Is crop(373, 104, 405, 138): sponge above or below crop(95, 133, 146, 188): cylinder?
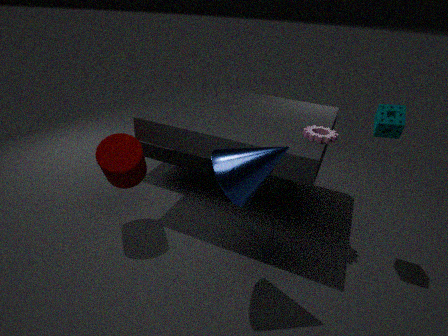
above
